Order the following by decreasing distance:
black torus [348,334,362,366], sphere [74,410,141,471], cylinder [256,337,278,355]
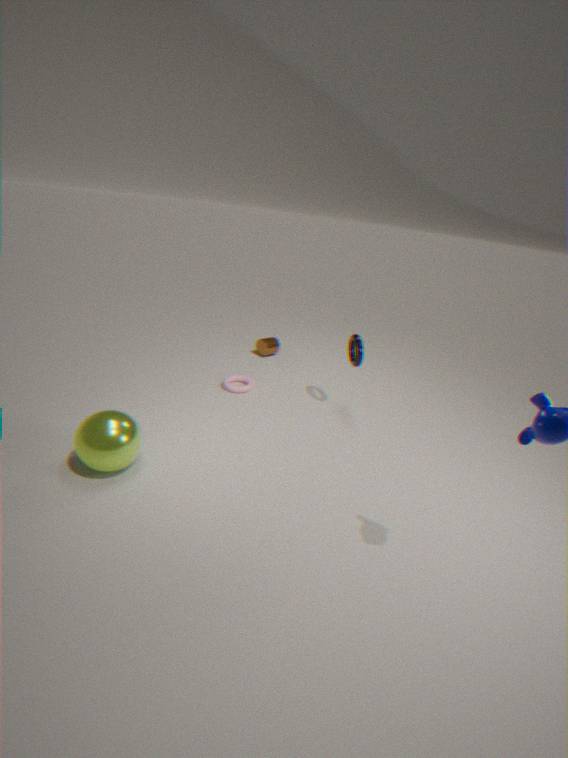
cylinder [256,337,278,355] < black torus [348,334,362,366] < sphere [74,410,141,471]
